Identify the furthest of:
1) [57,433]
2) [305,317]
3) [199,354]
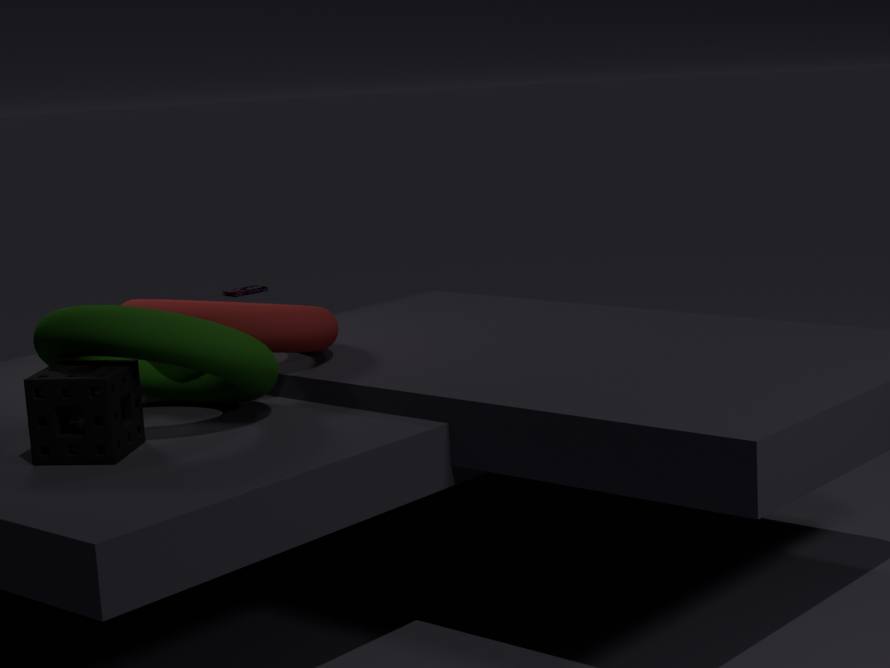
2. [305,317]
